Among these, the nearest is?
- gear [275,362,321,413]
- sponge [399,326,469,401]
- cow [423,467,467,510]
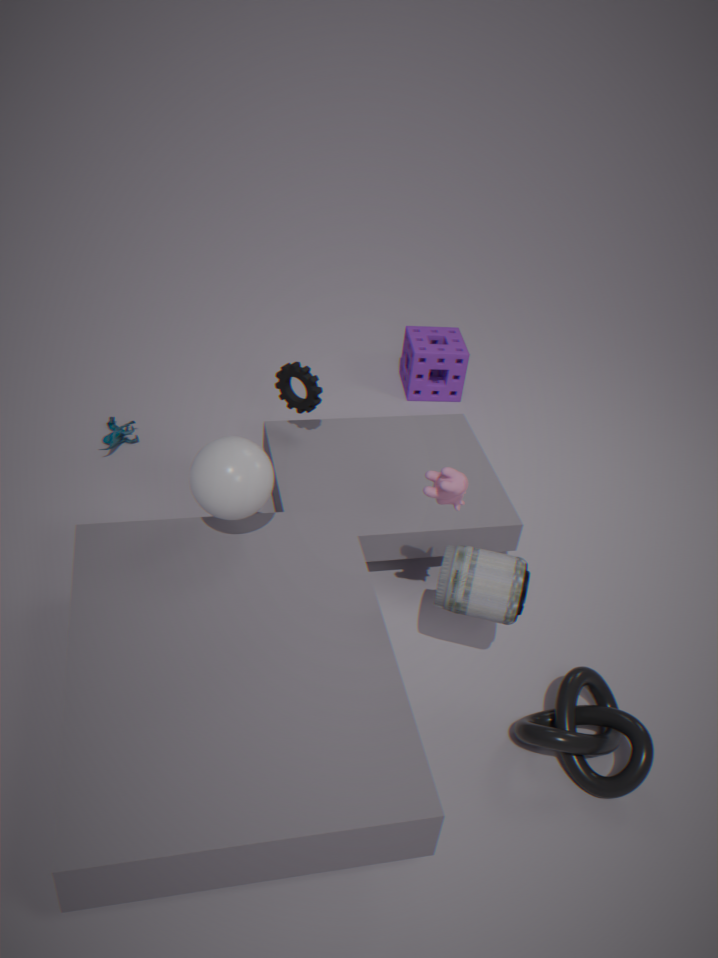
cow [423,467,467,510]
